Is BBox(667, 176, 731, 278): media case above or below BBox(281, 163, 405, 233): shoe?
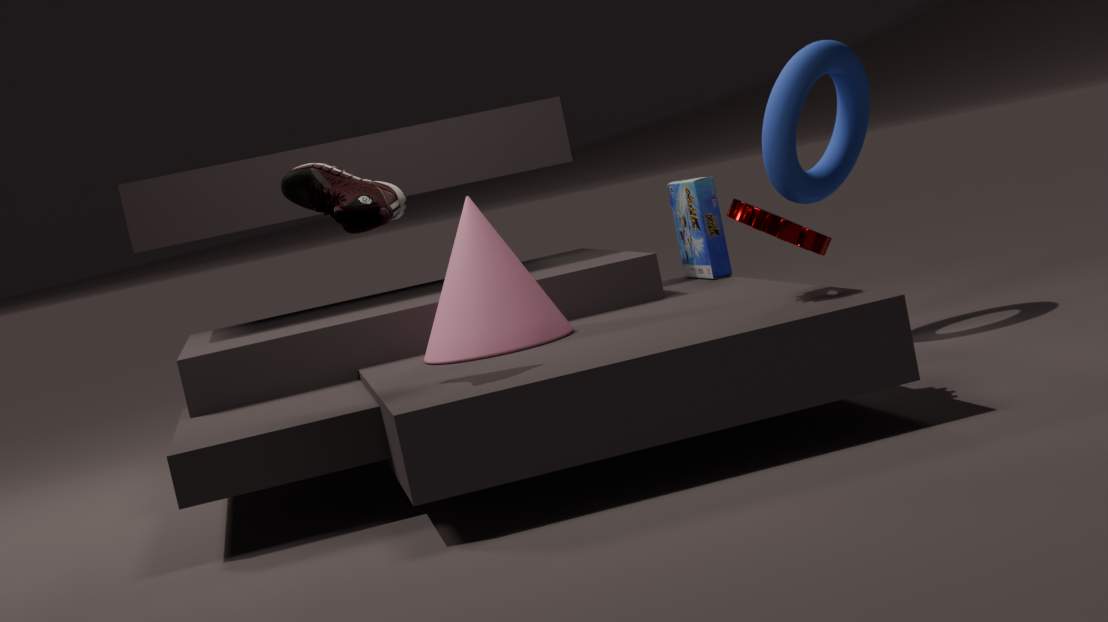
below
